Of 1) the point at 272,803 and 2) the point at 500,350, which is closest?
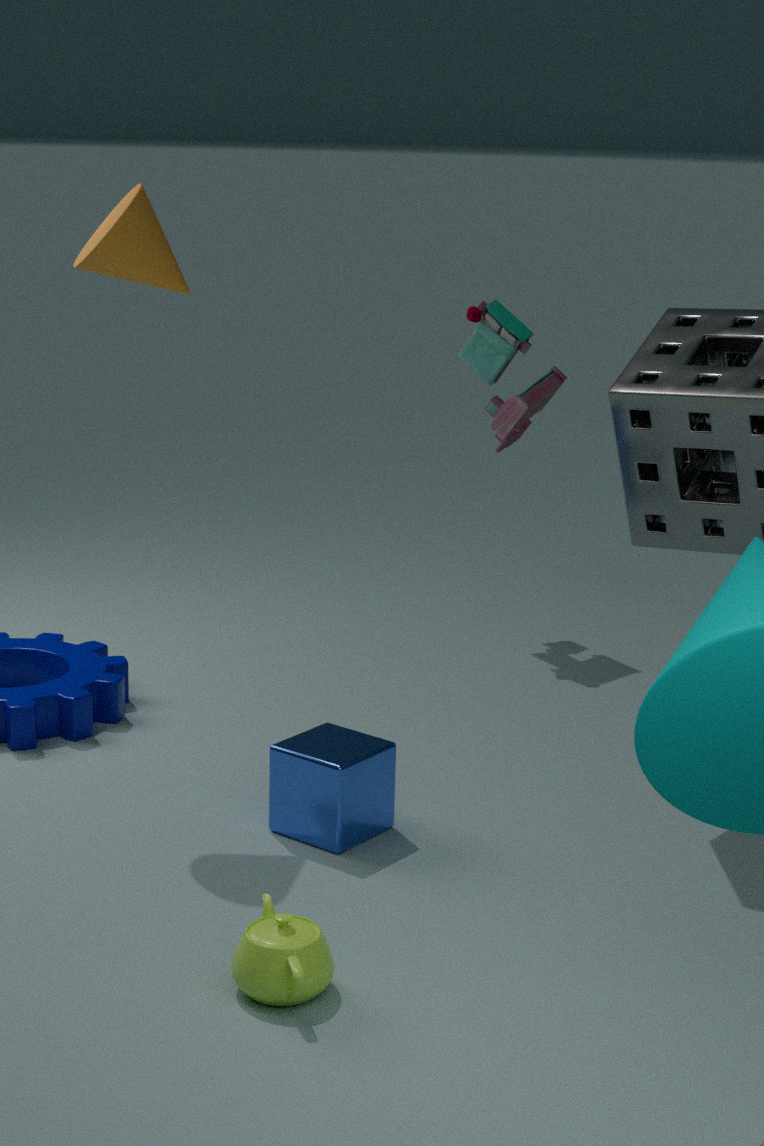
1. the point at 272,803
